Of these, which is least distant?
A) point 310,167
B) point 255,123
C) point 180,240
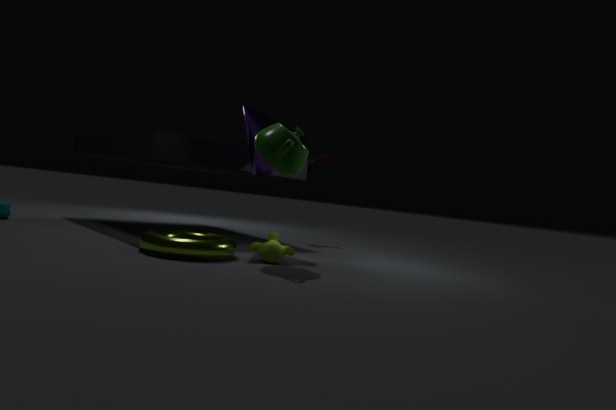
point 180,240
